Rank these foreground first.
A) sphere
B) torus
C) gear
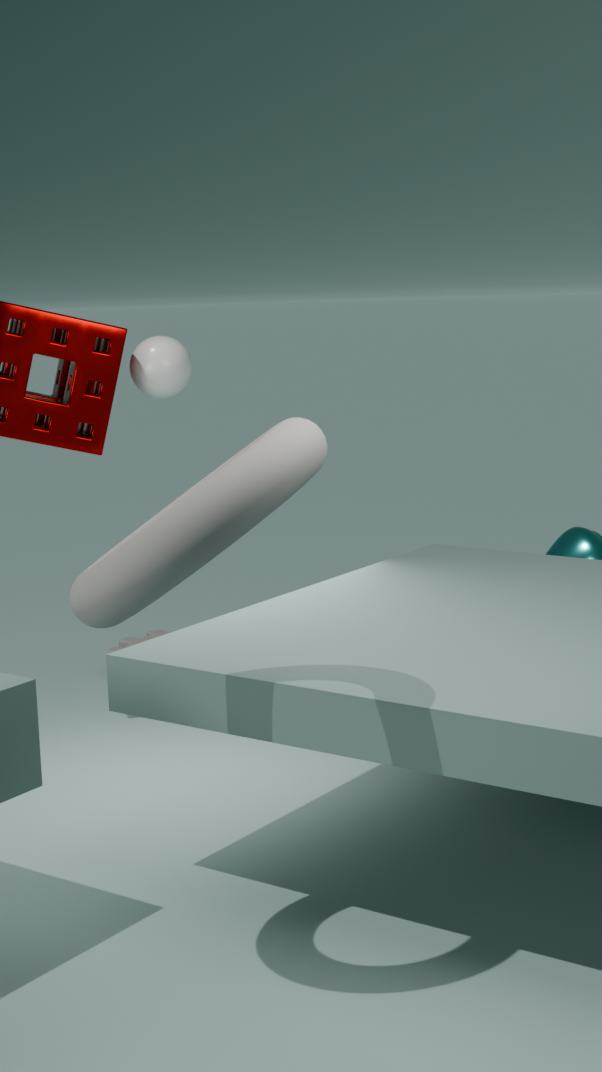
1. torus
2. sphere
3. gear
